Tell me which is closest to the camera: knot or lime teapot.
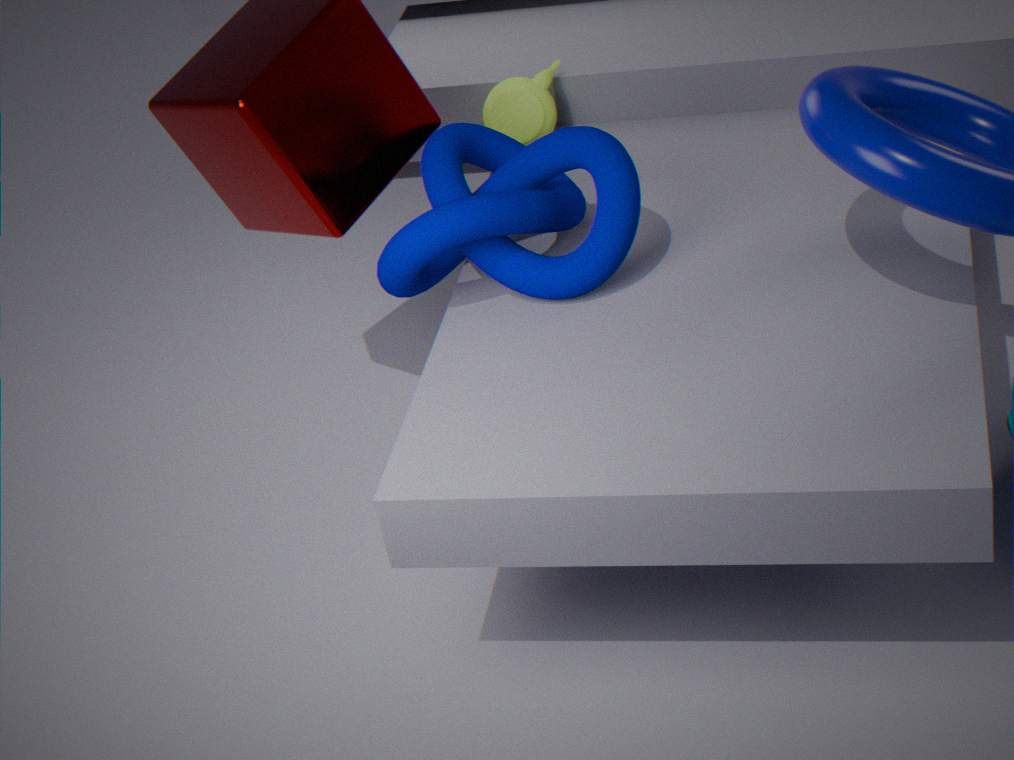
knot
